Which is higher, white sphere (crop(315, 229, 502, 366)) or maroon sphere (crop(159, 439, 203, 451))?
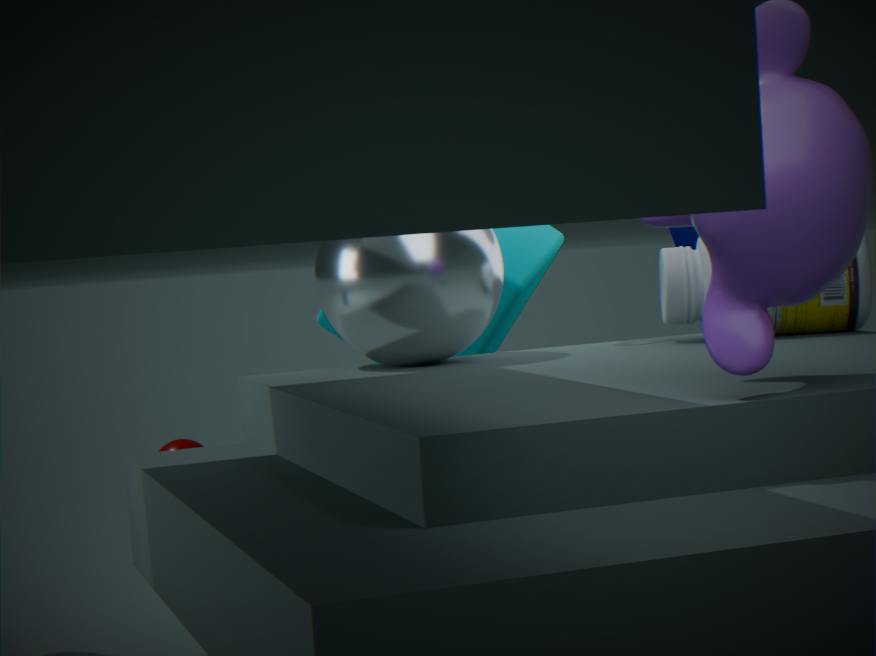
white sphere (crop(315, 229, 502, 366))
